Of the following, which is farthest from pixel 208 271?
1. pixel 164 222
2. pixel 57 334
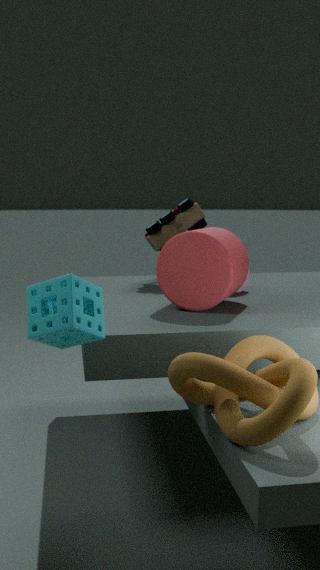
pixel 57 334
